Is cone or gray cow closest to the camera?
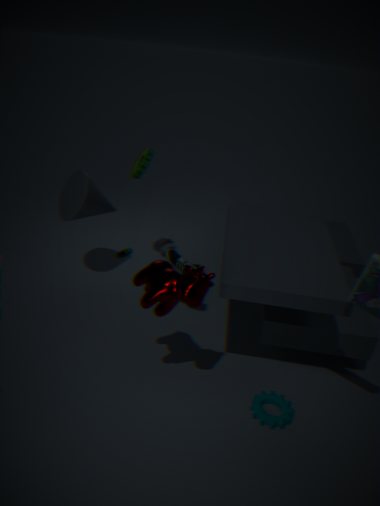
cone
